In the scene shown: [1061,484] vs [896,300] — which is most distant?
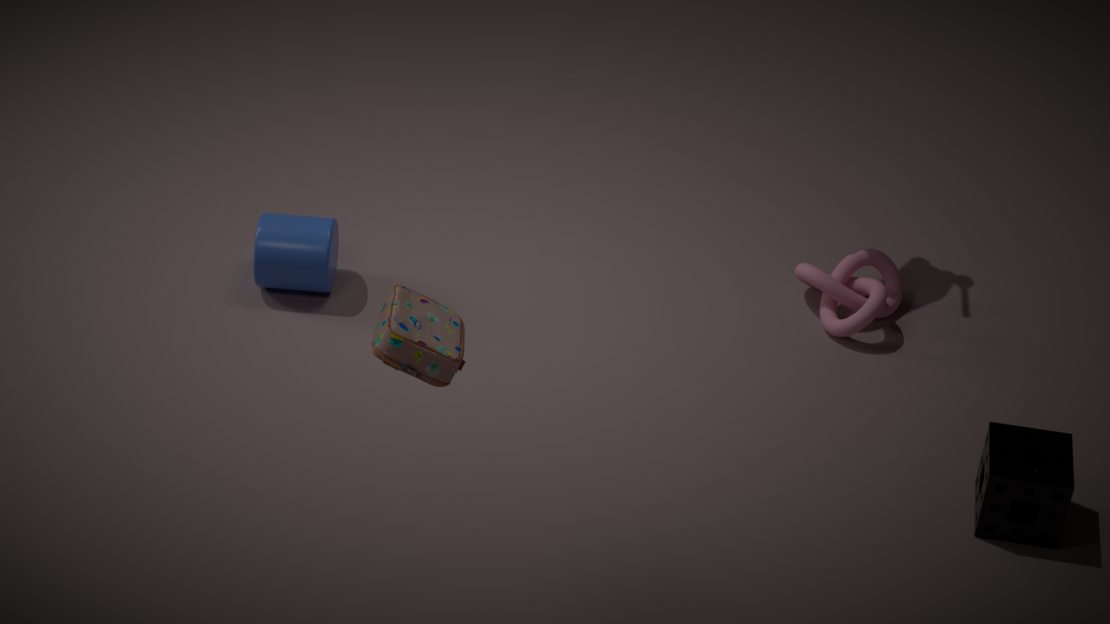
[896,300]
